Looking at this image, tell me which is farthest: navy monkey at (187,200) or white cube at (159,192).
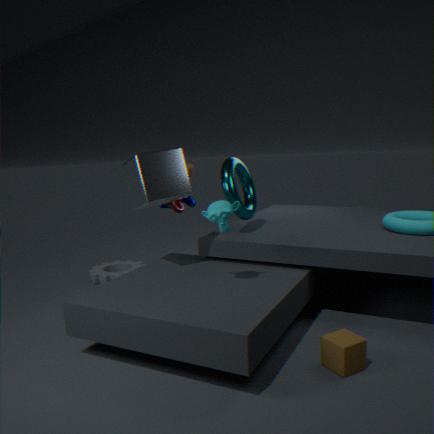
navy monkey at (187,200)
